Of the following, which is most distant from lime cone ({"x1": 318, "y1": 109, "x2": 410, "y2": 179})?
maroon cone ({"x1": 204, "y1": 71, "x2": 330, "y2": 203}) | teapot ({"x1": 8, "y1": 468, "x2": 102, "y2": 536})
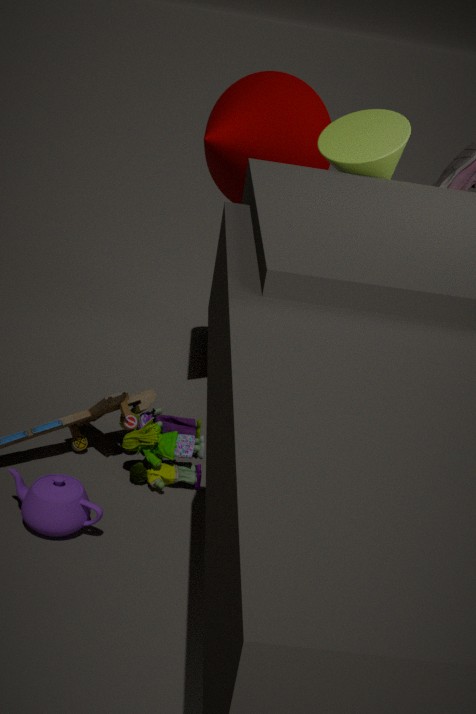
teapot ({"x1": 8, "y1": 468, "x2": 102, "y2": 536})
